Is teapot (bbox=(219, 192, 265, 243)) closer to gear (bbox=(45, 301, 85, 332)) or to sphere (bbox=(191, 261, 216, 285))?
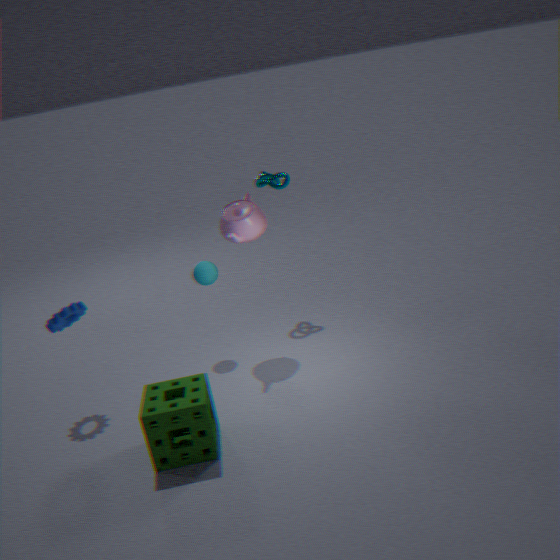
sphere (bbox=(191, 261, 216, 285))
